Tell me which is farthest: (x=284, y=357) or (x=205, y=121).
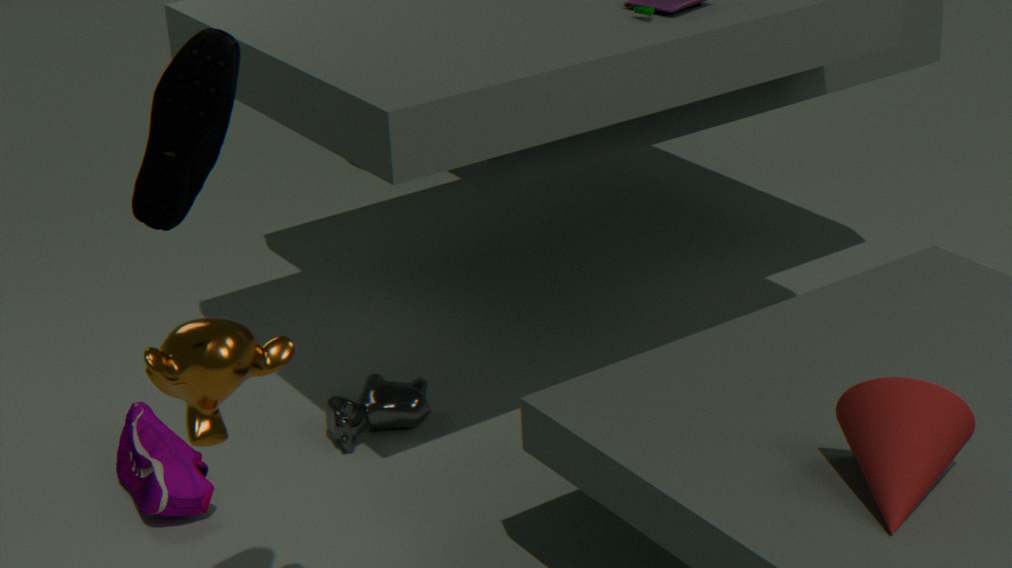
(x=284, y=357)
